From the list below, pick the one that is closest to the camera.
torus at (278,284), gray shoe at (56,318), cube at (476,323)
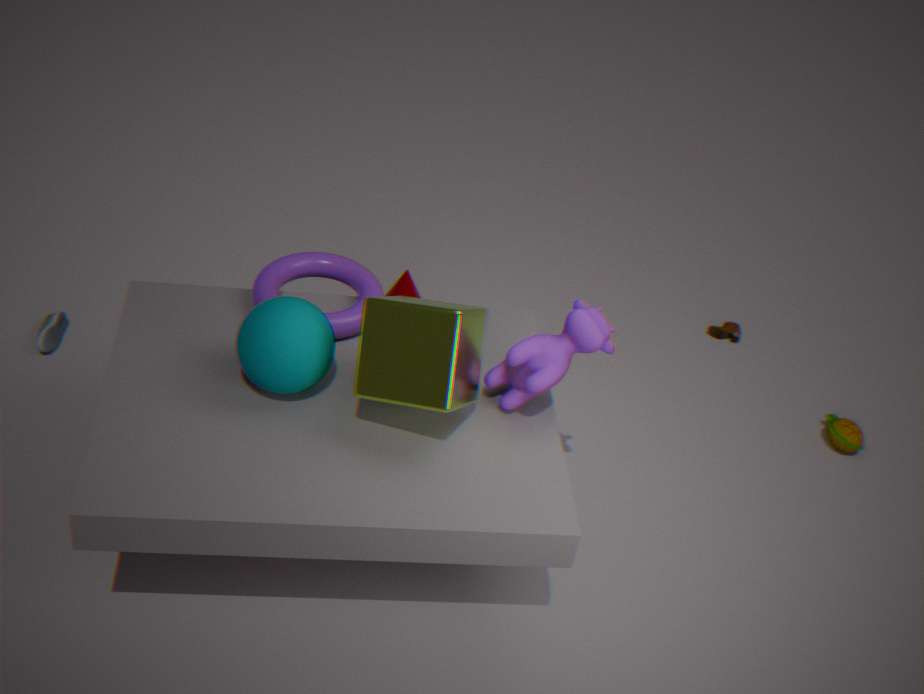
cube at (476,323)
